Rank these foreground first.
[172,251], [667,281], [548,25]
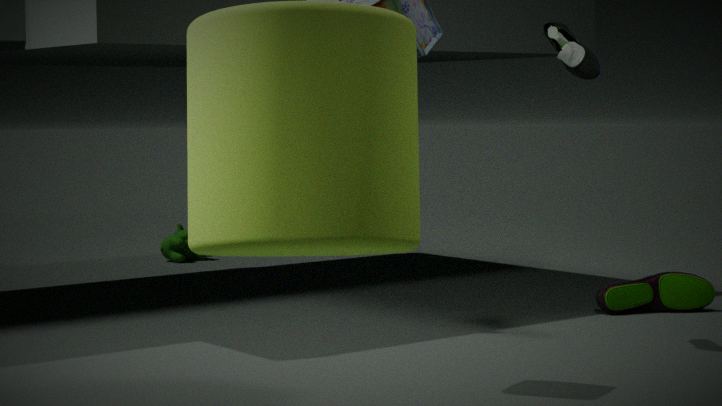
[548,25], [667,281], [172,251]
